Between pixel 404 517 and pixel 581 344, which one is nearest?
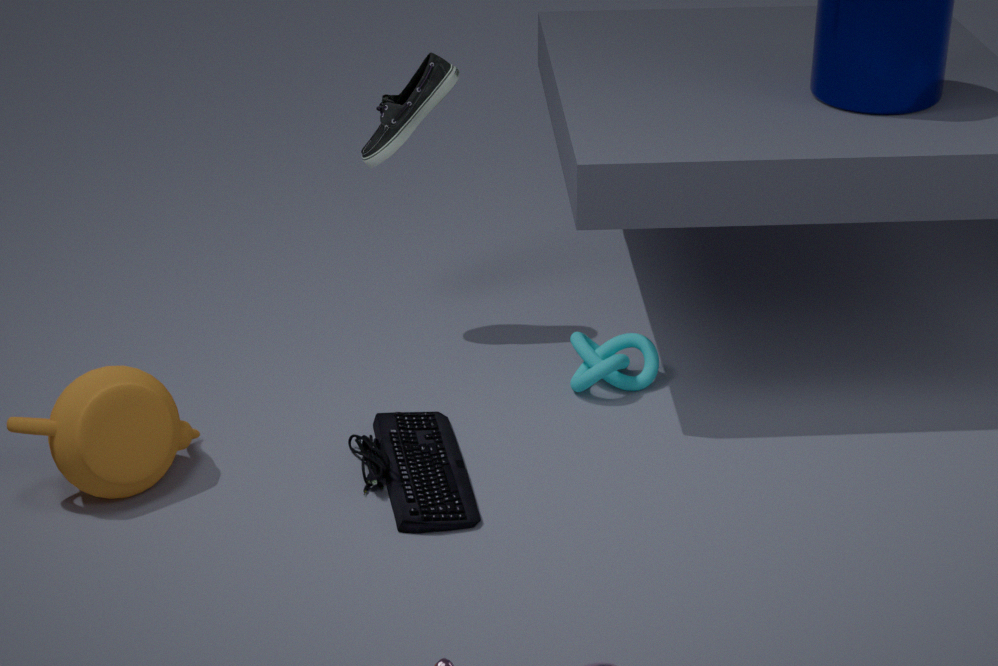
pixel 404 517
